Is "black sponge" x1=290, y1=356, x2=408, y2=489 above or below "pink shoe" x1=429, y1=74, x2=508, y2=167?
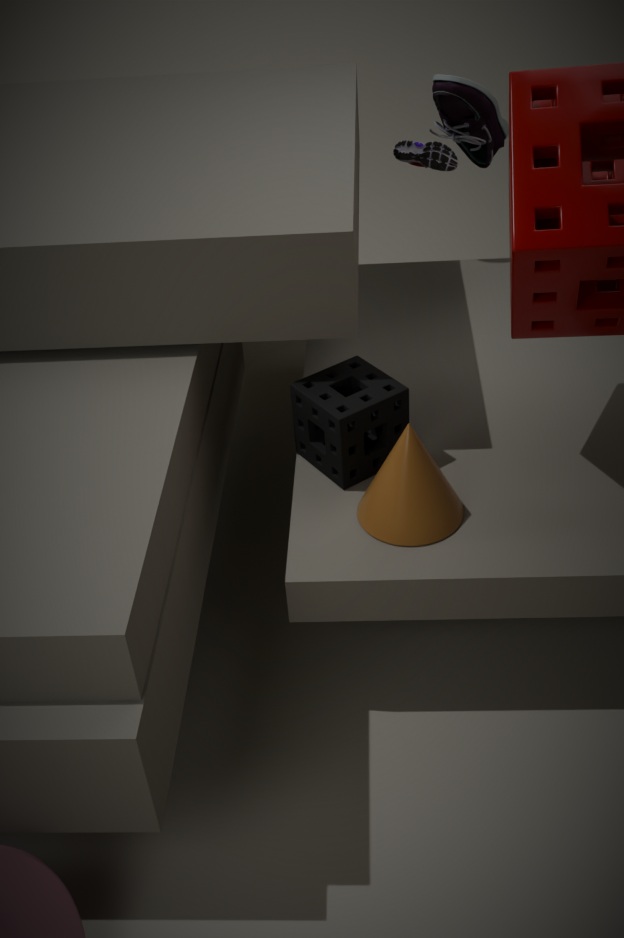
below
